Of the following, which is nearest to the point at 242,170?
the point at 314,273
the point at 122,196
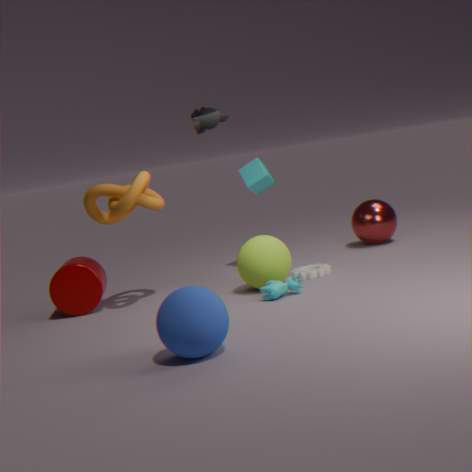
the point at 314,273
